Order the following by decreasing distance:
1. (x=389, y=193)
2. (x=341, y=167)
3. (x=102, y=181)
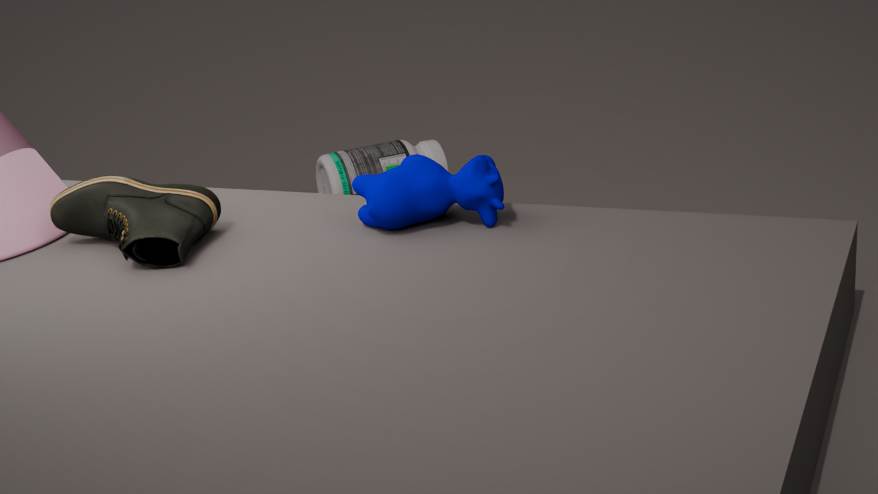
(x=341, y=167) → (x=102, y=181) → (x=389, y=193)
